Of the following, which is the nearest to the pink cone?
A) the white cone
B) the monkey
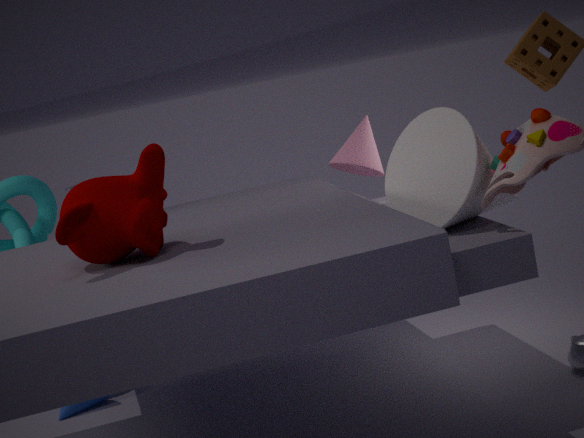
the white cone
